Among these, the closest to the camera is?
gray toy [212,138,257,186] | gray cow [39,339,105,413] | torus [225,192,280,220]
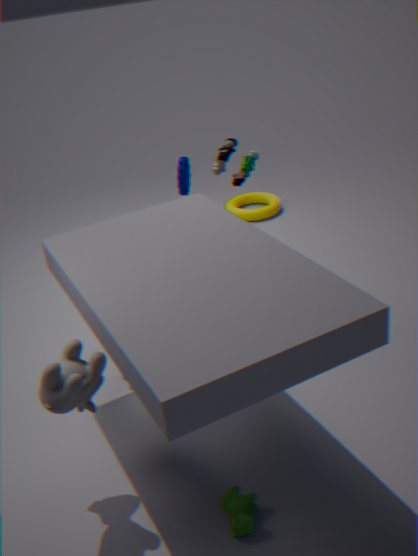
gray cow [39,339,105,413]
